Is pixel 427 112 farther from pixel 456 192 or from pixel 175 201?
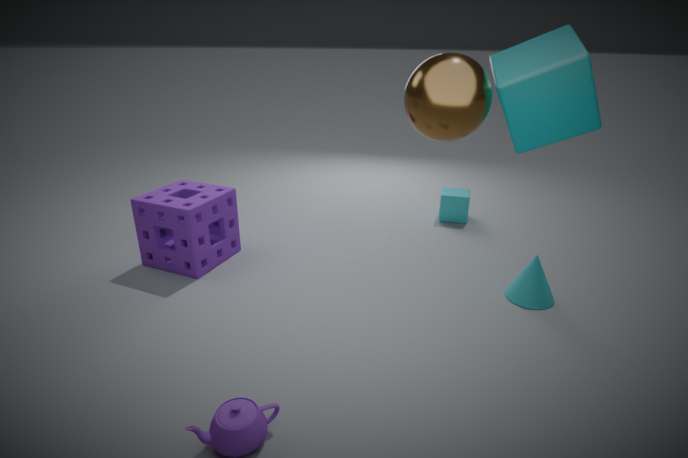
pixel 456 192
